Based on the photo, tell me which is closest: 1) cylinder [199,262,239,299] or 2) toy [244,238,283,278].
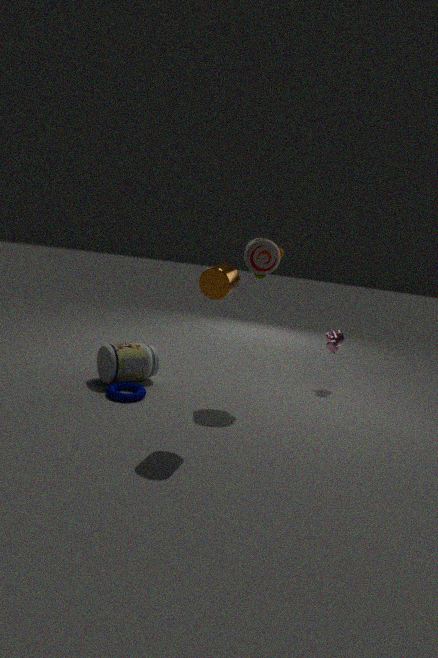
1. cylinder [199,262,239,299]
